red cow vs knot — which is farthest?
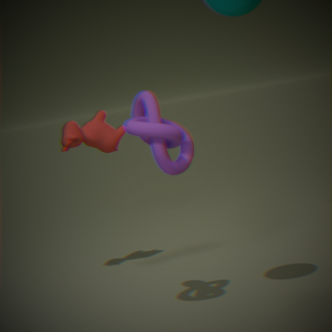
red cow
